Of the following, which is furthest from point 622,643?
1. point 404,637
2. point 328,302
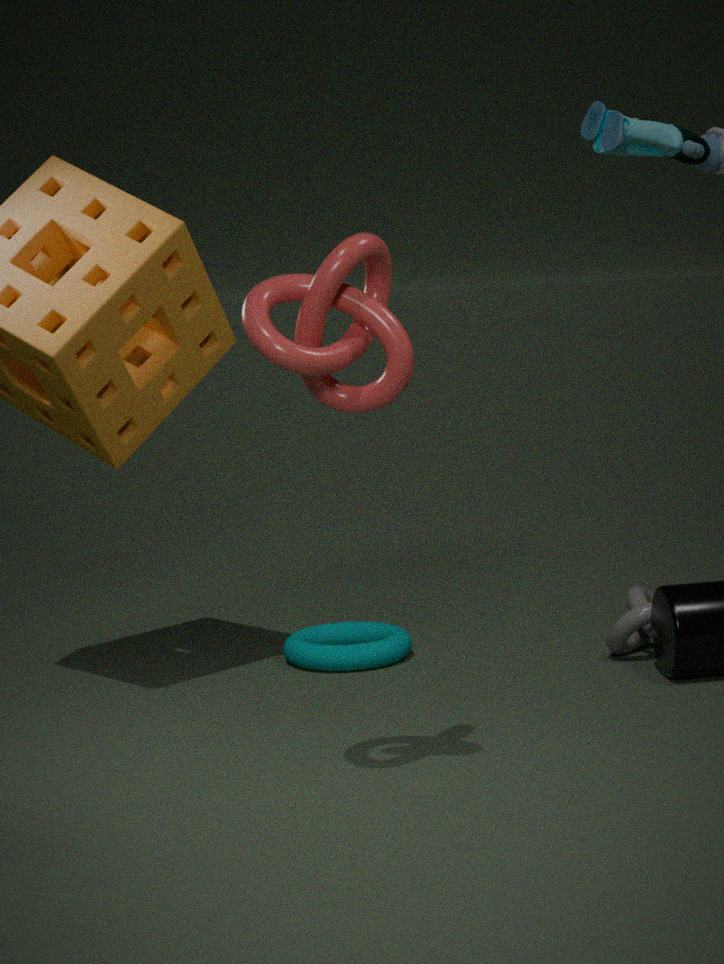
point 328,302
